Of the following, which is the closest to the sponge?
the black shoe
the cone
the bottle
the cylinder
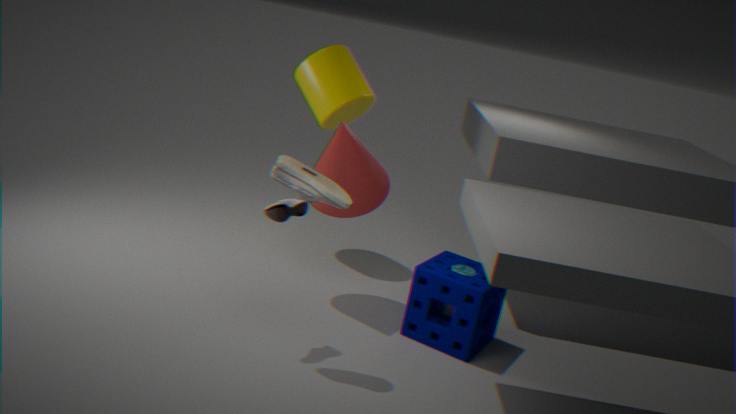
the bottle
